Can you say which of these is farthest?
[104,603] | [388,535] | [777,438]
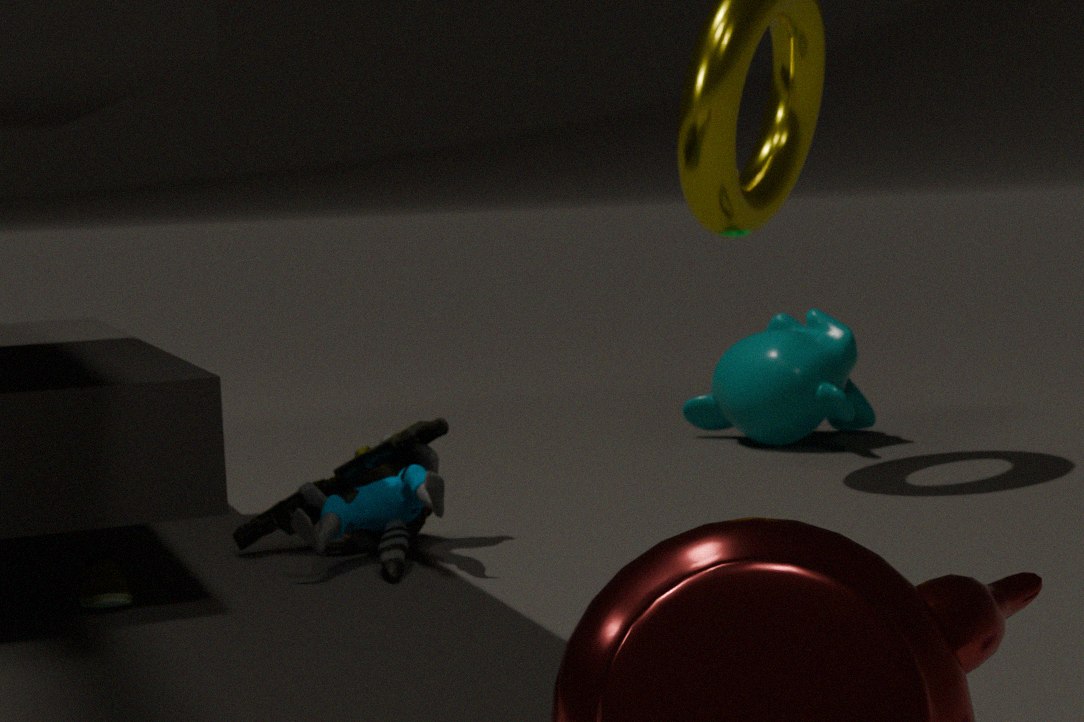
[777,438]
